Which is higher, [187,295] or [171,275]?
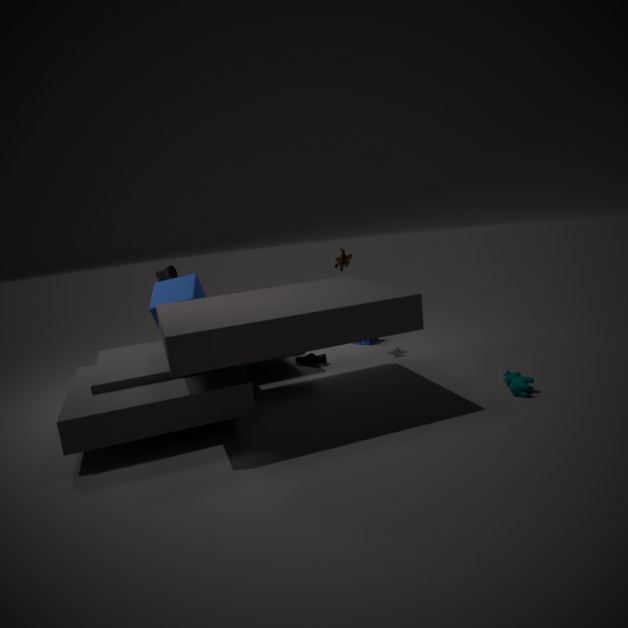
[171,275]
